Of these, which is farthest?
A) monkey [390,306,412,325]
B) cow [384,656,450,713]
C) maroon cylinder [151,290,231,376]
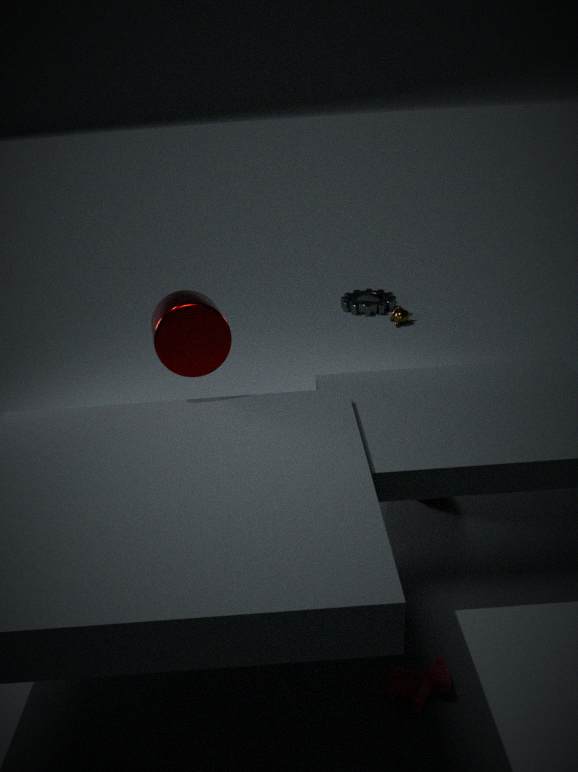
monkey [390,306,412,325]
